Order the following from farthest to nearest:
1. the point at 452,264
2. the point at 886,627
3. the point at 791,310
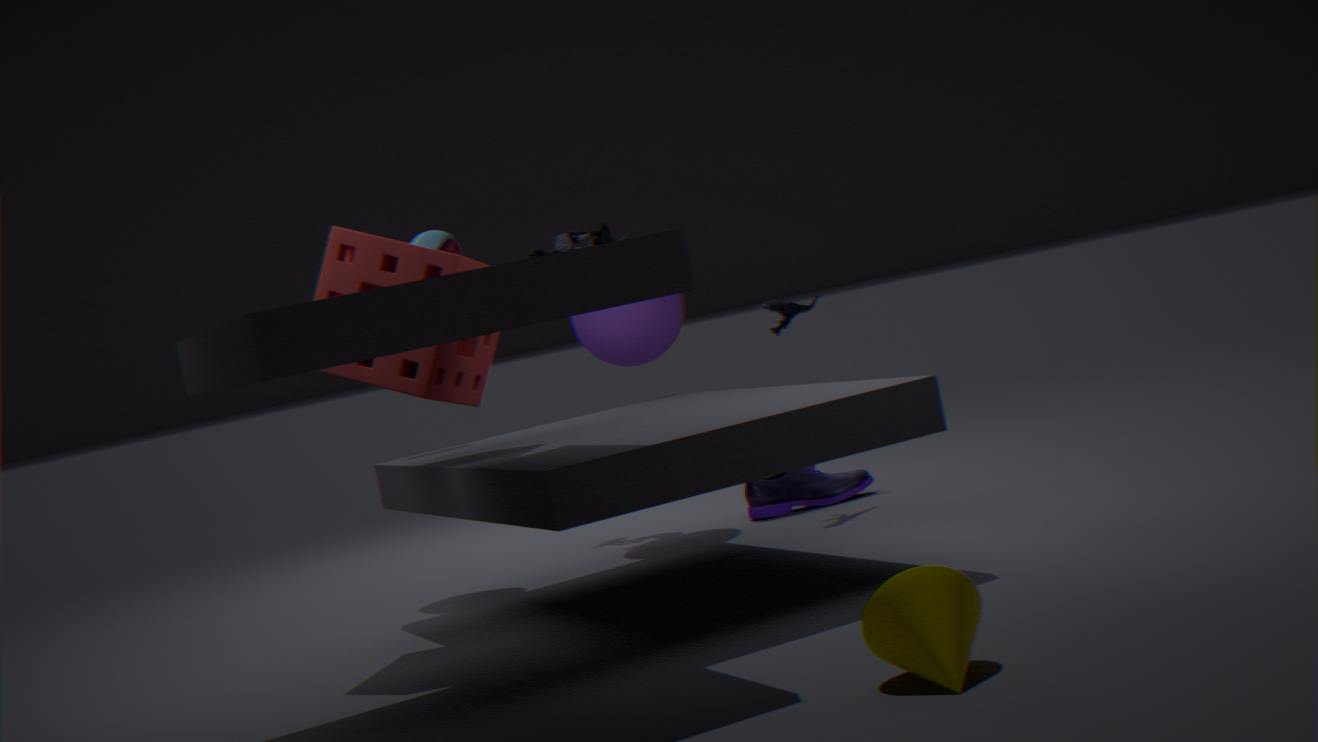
1. the point at 791,310
2. the point at 452,264
3. the point at 886,627
